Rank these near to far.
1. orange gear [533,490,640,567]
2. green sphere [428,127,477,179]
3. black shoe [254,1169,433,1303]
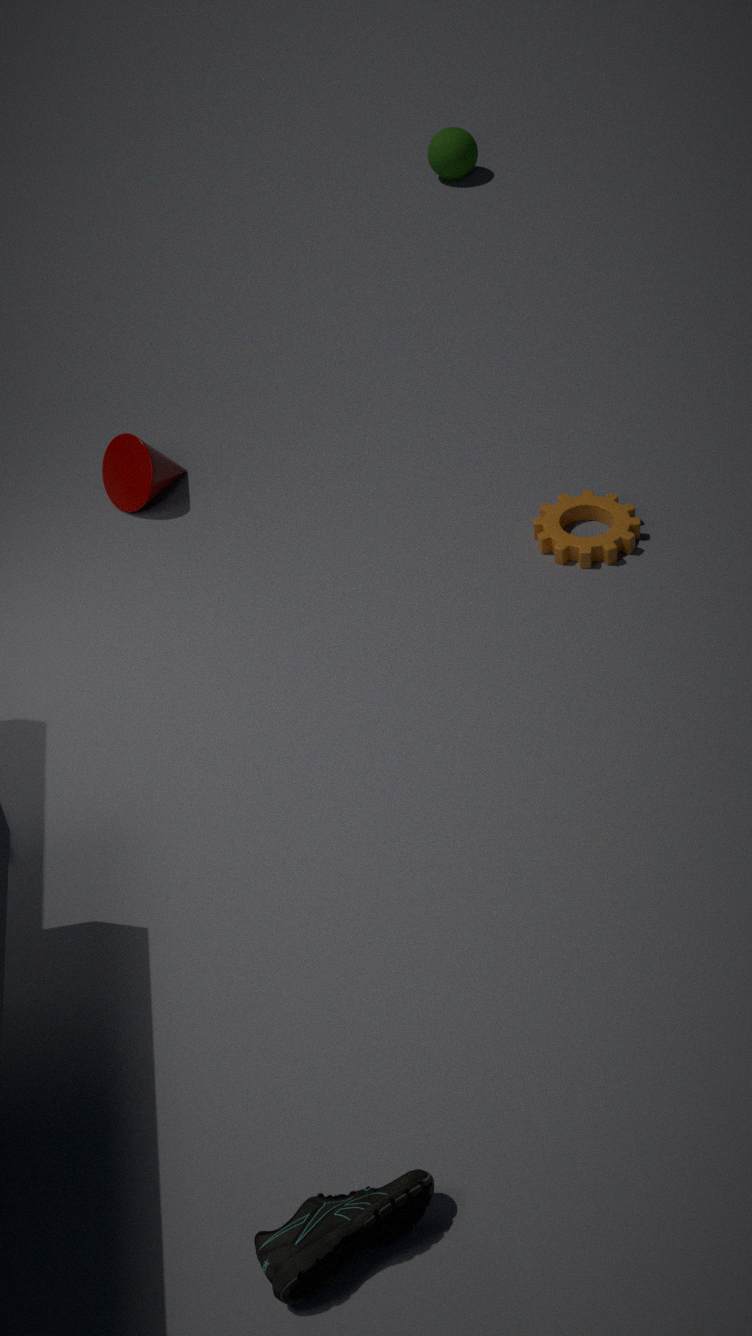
black shoe [254,1169,433,1303]
orange gear [533,490,640,567]
green sphere [428,127,477,179]
